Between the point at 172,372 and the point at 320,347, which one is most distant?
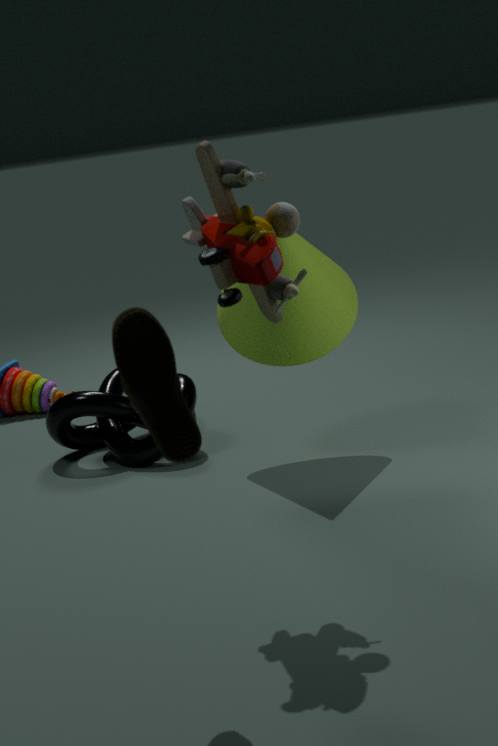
the point at 320,347
